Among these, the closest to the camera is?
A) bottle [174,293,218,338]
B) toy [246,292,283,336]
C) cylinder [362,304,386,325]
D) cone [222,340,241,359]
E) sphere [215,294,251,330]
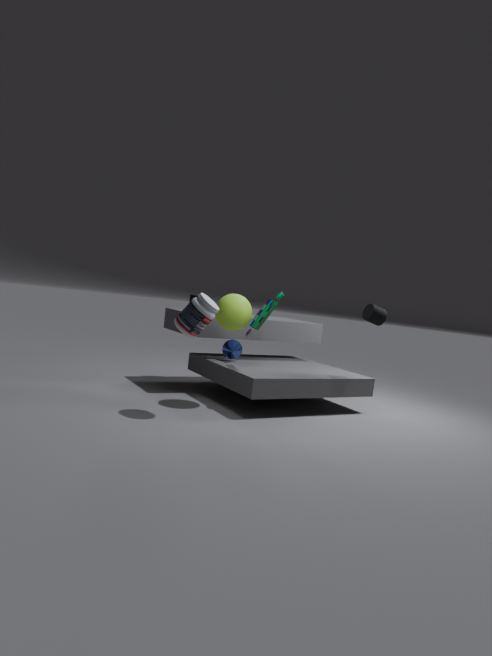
bottle [174,293,218,338]
